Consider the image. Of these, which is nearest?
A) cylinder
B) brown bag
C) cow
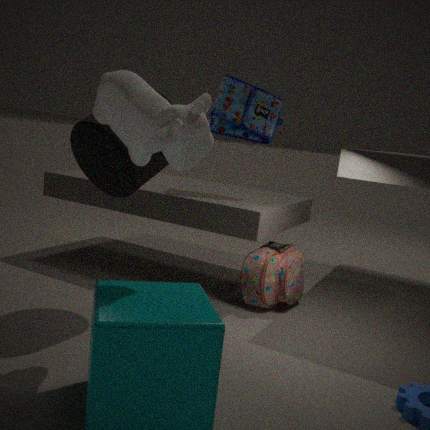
cow
